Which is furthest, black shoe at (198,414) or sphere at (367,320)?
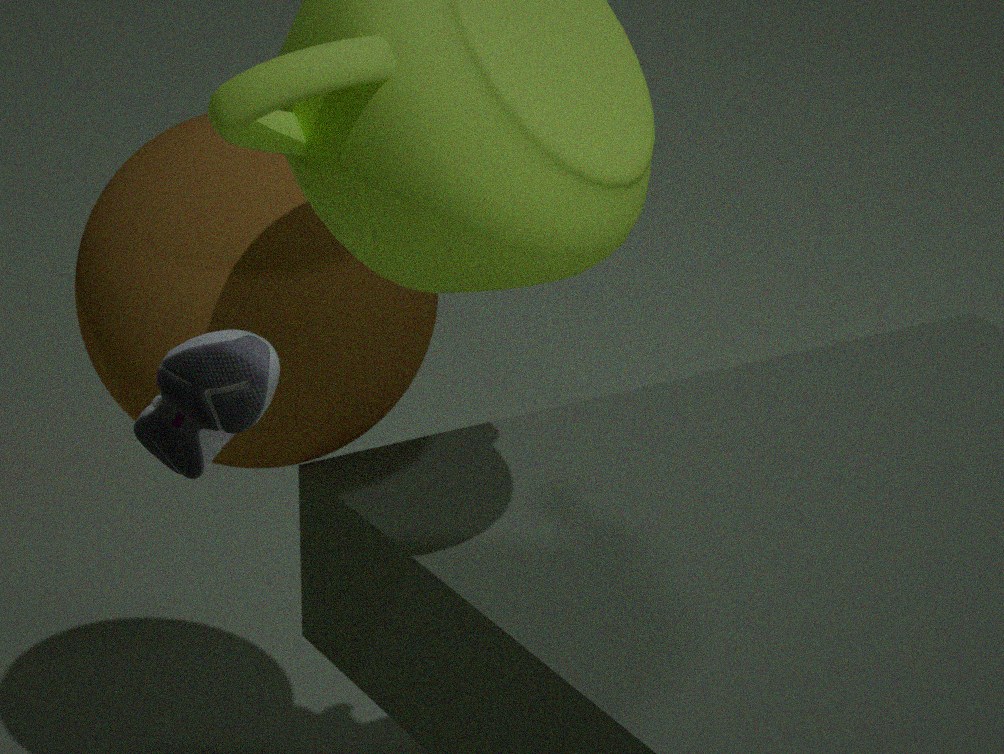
sphere at (367,320)
